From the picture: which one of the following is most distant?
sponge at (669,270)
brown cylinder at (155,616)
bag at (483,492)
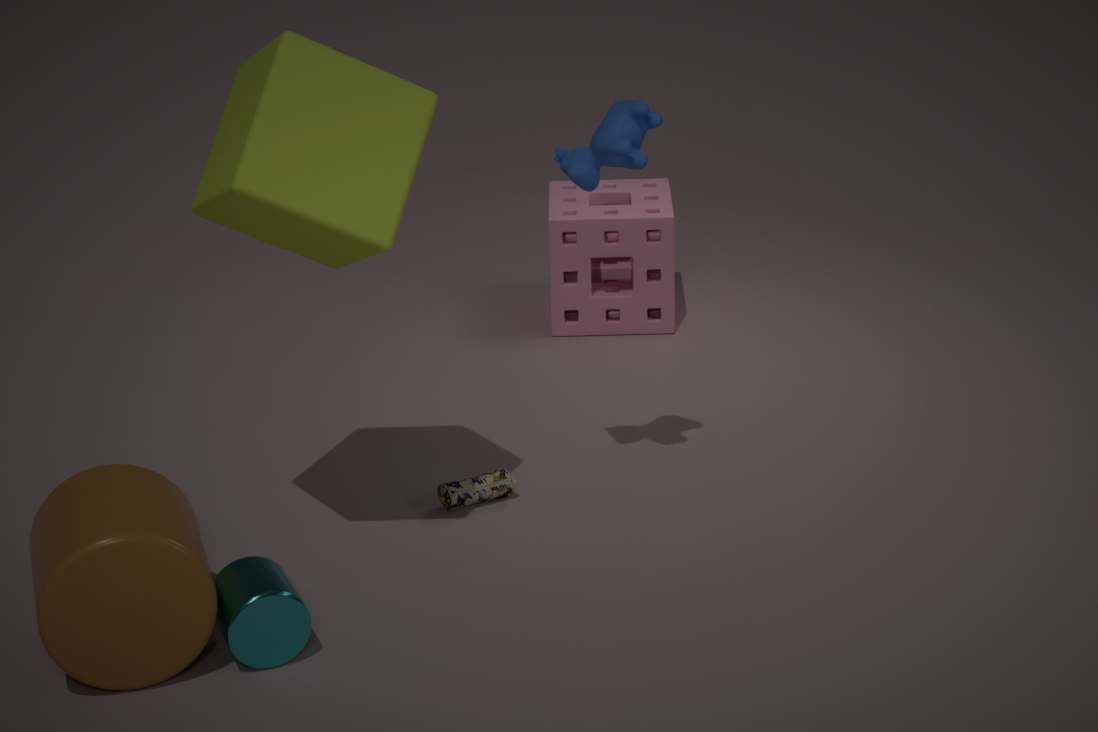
sponge at (669,270)
